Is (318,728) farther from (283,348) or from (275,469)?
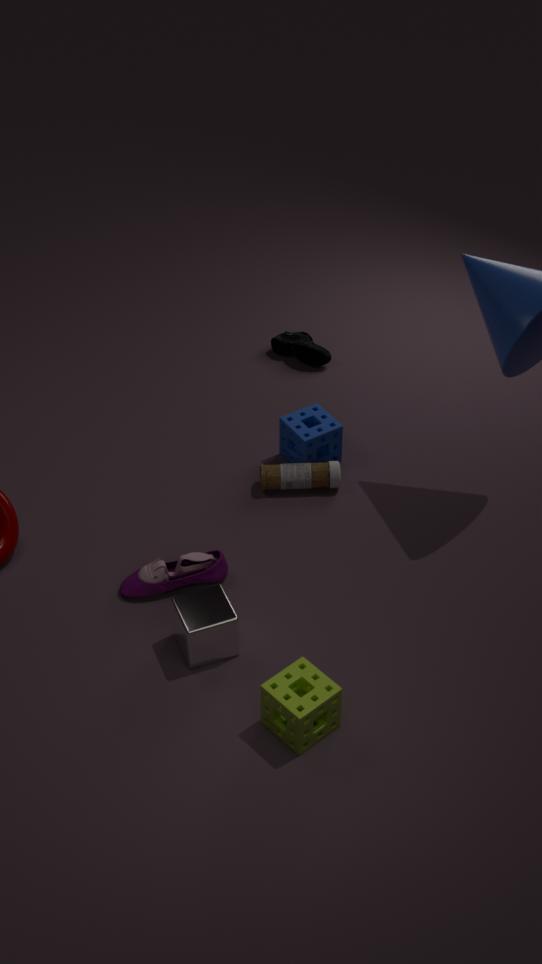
(283,348)
